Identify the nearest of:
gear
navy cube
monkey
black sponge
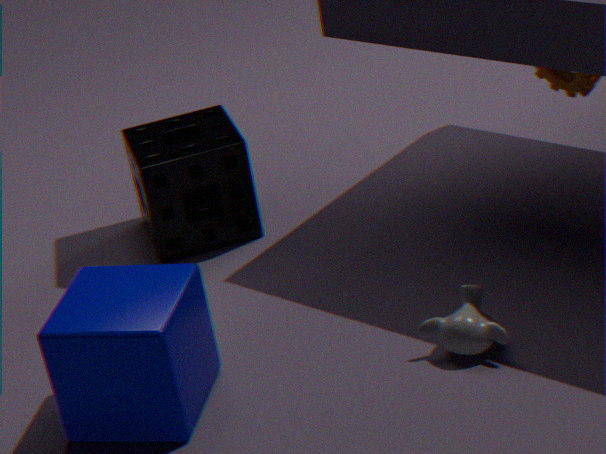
navy cube
